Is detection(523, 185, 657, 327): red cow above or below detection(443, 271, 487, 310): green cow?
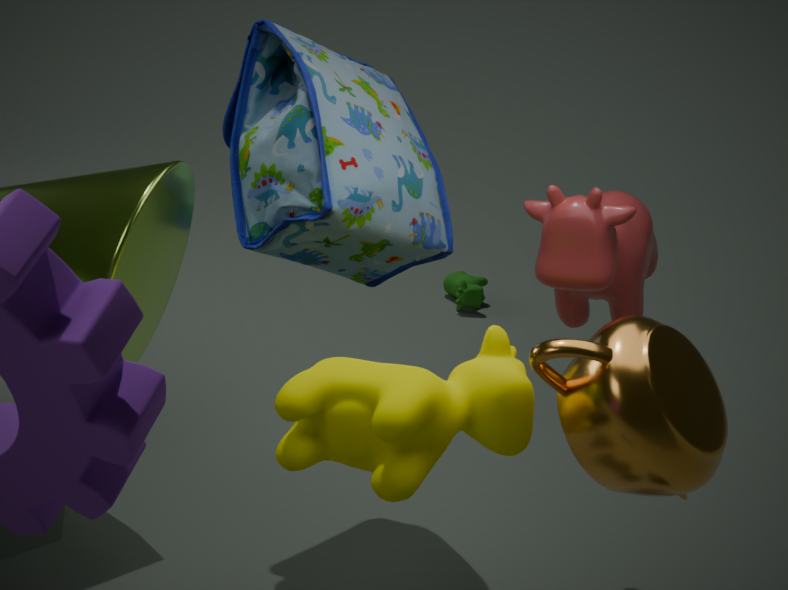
above
